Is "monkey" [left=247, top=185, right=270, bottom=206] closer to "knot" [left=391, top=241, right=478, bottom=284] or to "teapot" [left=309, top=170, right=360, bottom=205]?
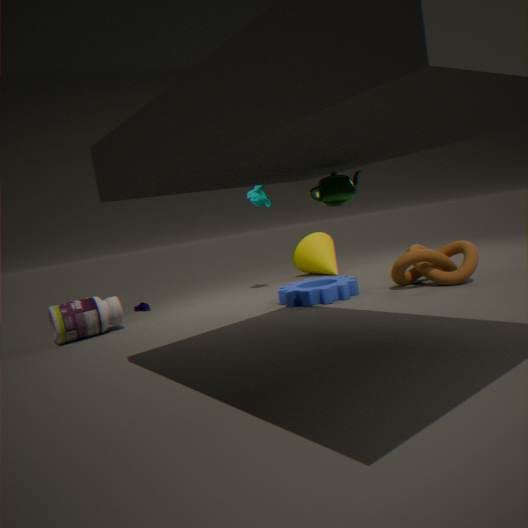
"knot" [left=391, top=241, right=478, bottom=284]
